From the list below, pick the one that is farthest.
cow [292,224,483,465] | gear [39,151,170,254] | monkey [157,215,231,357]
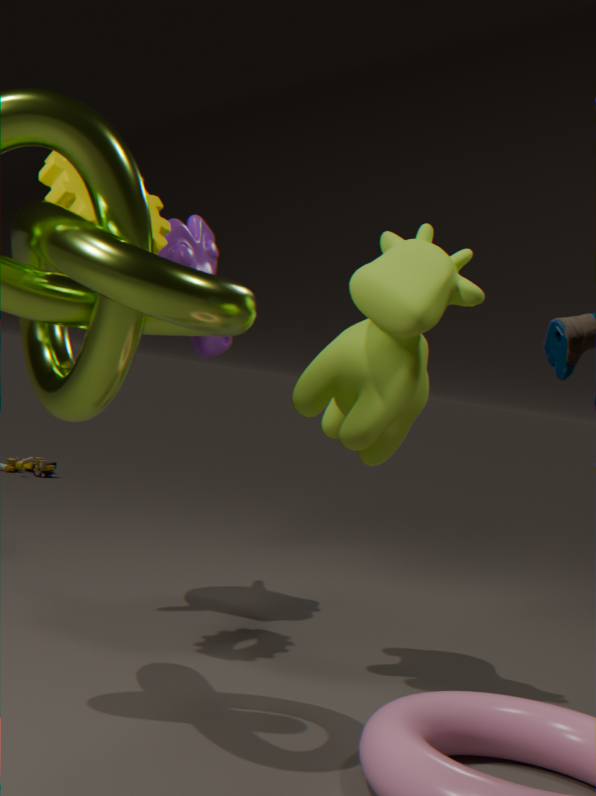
monkey [157,215,231,357]
